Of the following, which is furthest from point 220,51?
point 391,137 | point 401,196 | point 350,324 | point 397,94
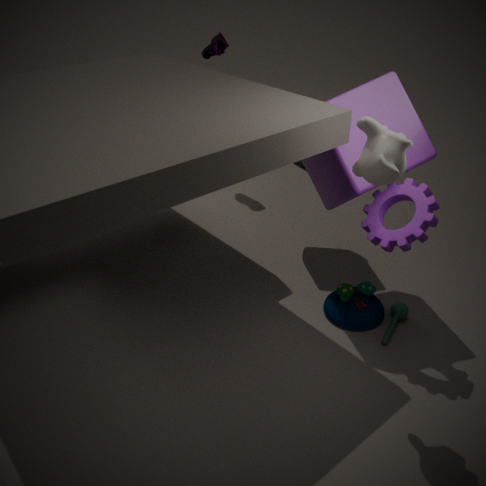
point 391,137
